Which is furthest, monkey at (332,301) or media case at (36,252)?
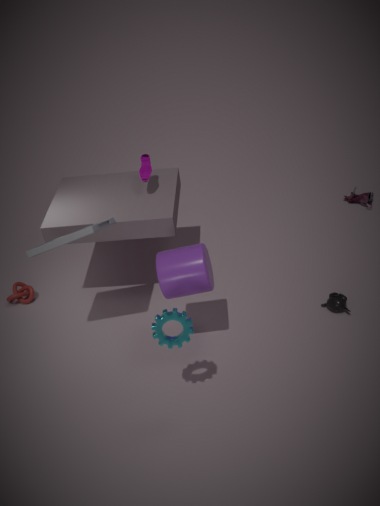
monkey at (332,301)
